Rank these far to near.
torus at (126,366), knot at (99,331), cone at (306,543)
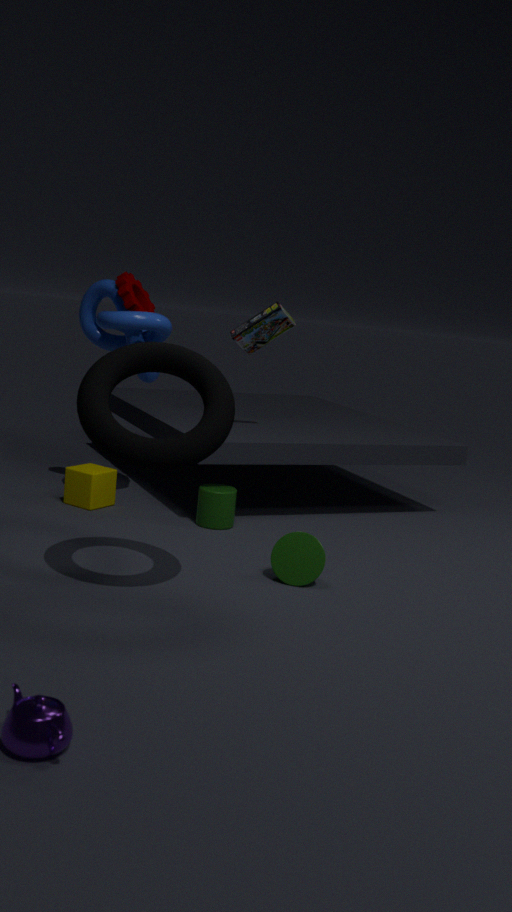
knot at (99,331) < cone at (306,543) < torus at (126,366)
